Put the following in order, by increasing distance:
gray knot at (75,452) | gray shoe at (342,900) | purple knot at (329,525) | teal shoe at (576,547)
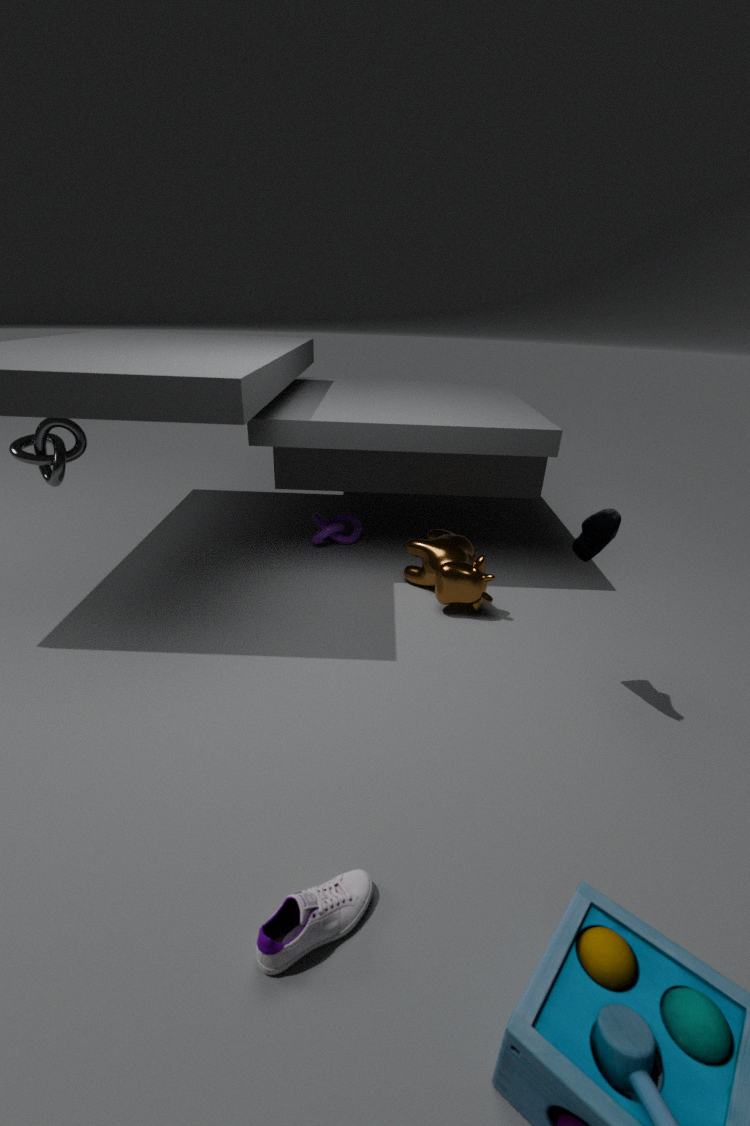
gray shoe at (342,900), teal shoe at (576,547), gray knot at (75,452), purple knot at (329,525)
